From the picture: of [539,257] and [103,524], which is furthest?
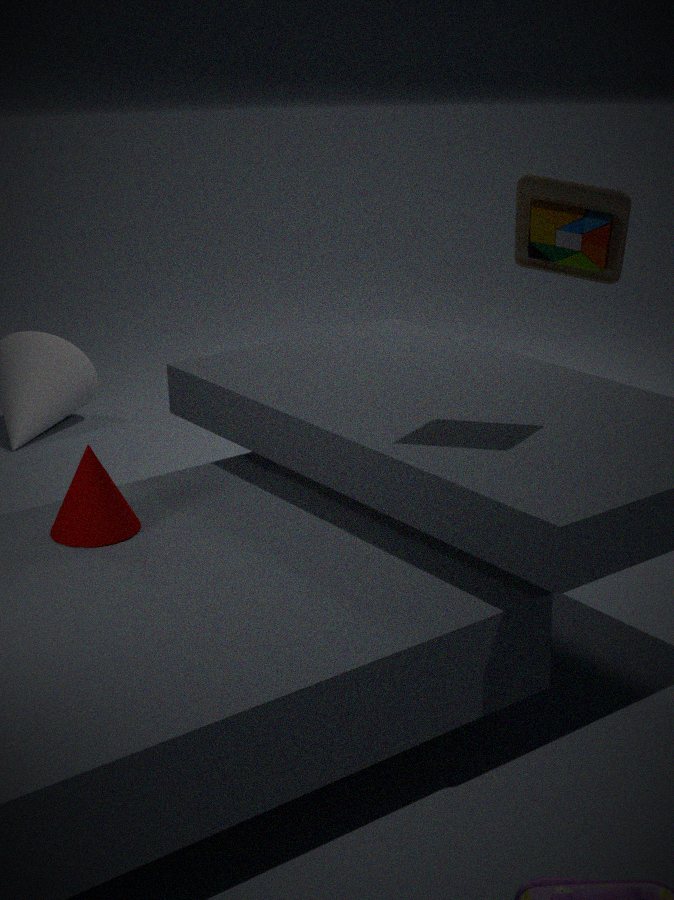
[539,257]
